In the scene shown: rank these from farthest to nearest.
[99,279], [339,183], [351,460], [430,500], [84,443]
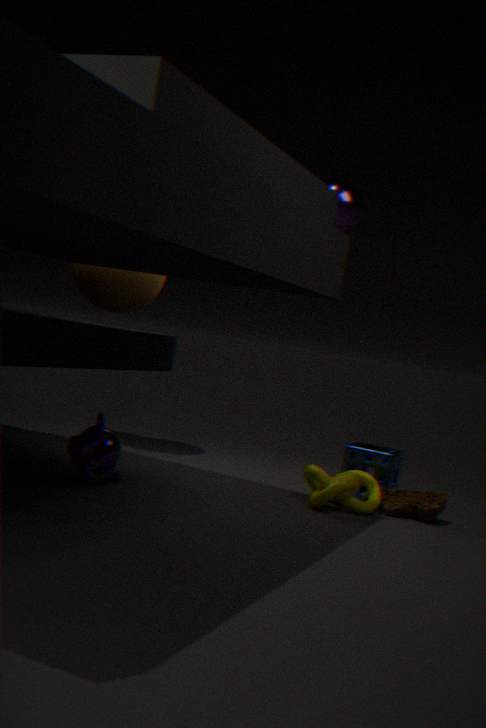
[99,279] < [351,460] < [430,500] < [339,183] < [84,443]
